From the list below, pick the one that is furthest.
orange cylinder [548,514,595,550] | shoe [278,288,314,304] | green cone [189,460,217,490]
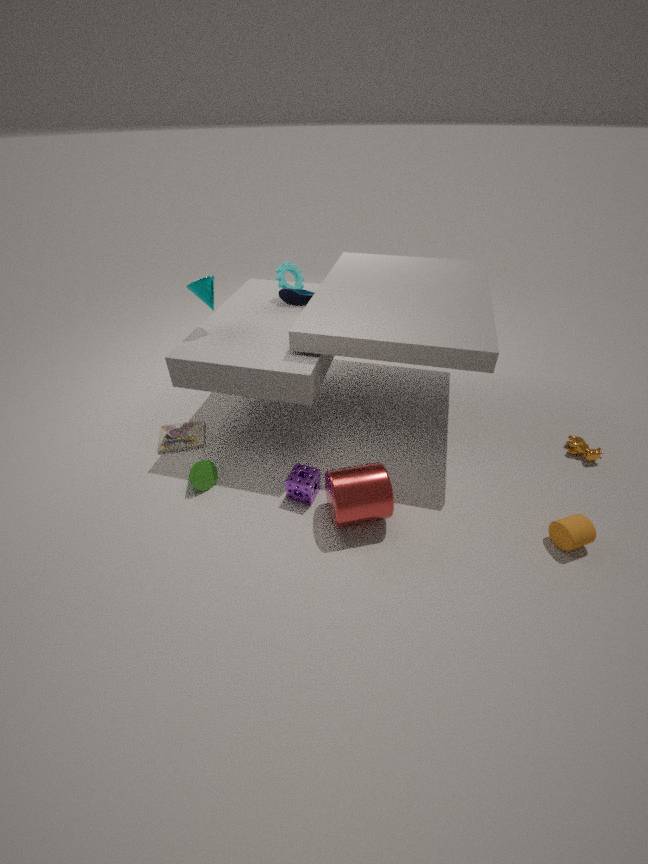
shoe [278,288,314,304]
